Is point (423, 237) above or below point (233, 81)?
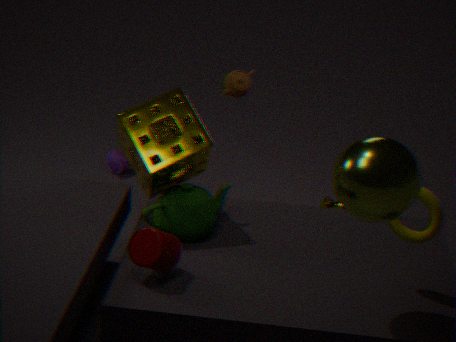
below
